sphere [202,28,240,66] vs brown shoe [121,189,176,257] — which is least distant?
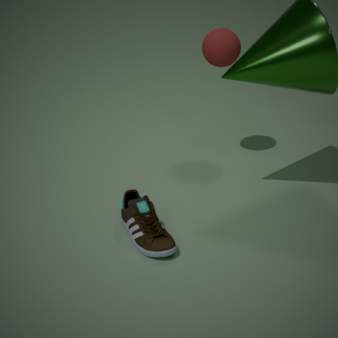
brown shoe [121,189,176,257]
